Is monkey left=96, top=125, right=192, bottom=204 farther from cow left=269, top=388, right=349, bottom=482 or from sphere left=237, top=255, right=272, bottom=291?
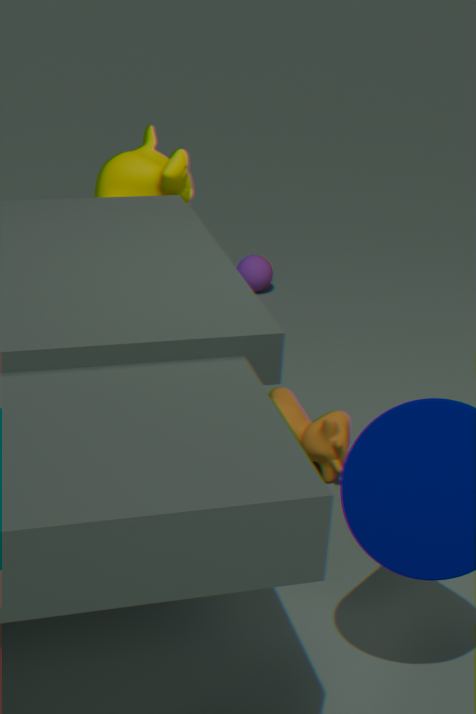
sphere left=237, top=255, right=272, bottom=291
